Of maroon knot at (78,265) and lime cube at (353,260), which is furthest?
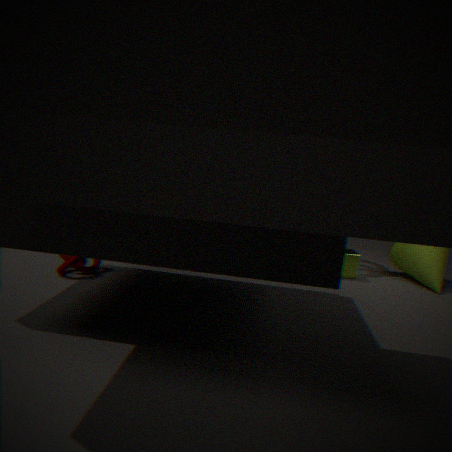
lime cube at (353,260)
